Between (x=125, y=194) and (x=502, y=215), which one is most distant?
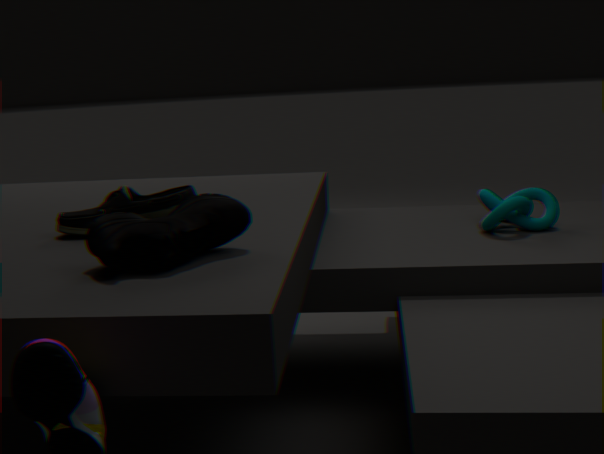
(x=502, y=215)
